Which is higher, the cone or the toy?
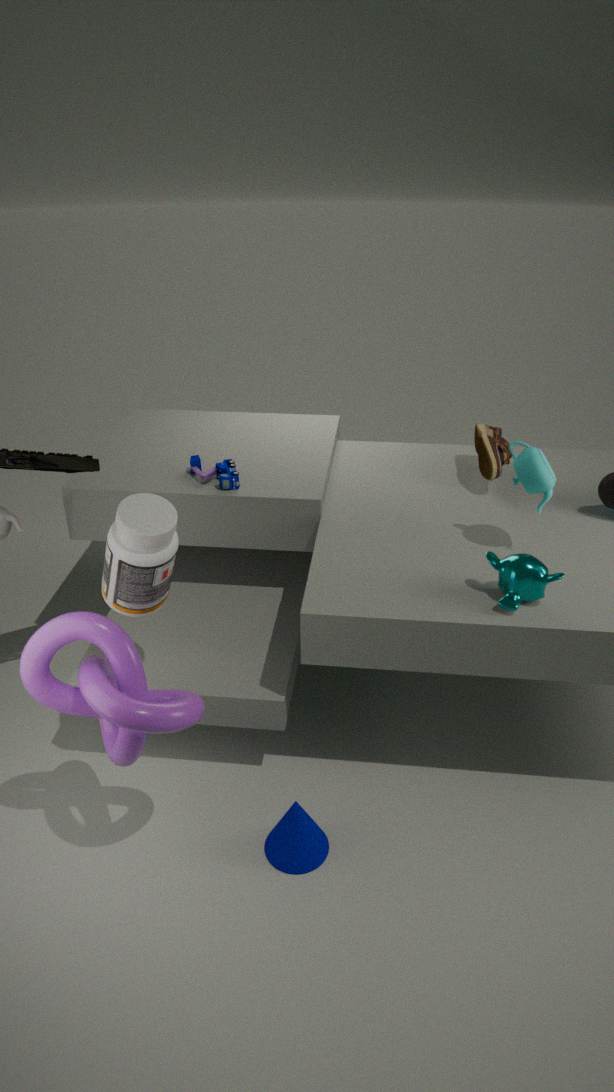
the toy
